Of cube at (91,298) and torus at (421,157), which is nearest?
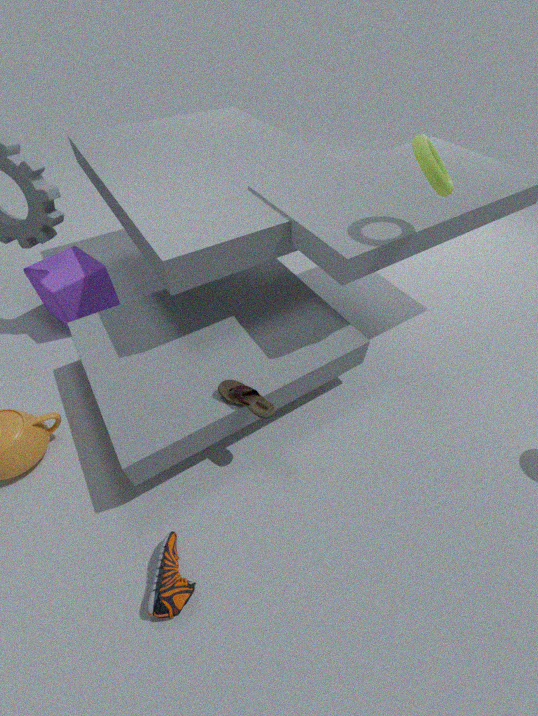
Answer: torus at (421,157)
